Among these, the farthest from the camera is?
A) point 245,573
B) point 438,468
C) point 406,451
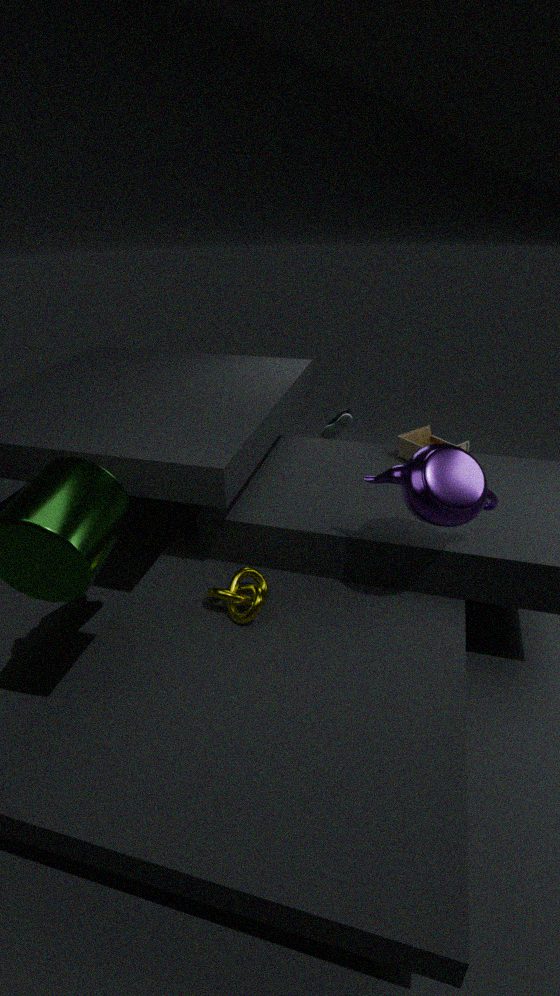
point 406,451
